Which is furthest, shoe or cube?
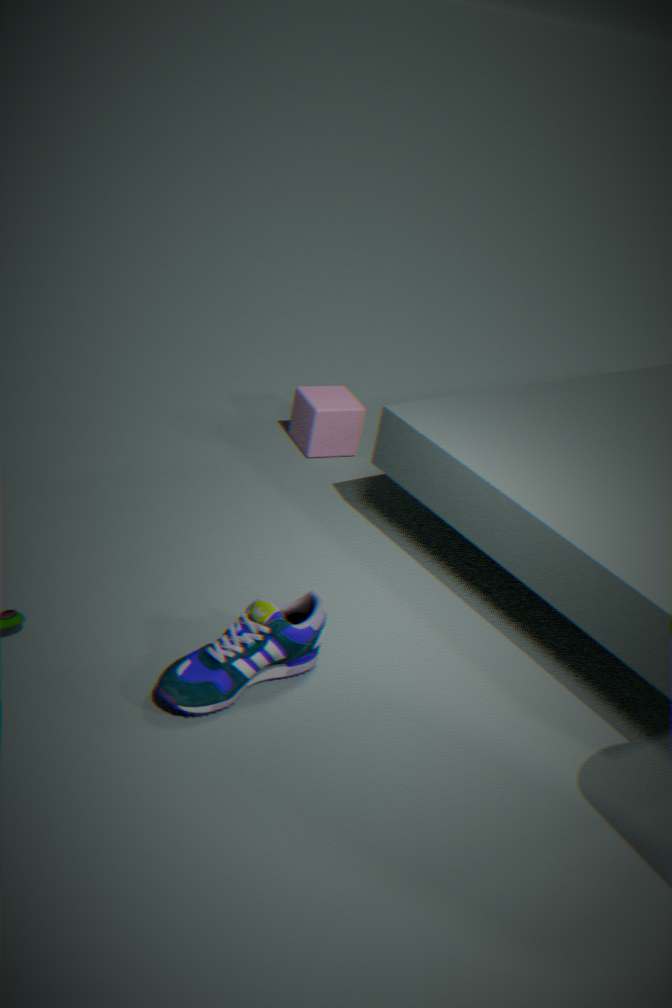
cube
